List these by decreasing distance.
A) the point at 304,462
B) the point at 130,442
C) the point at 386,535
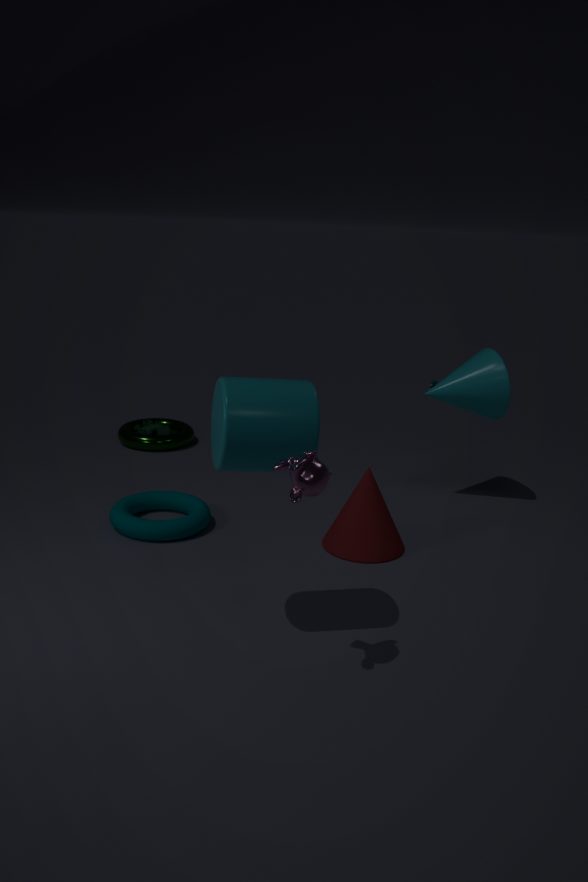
the point at 130,442 → the point at 386,535 → the point at 304,462
